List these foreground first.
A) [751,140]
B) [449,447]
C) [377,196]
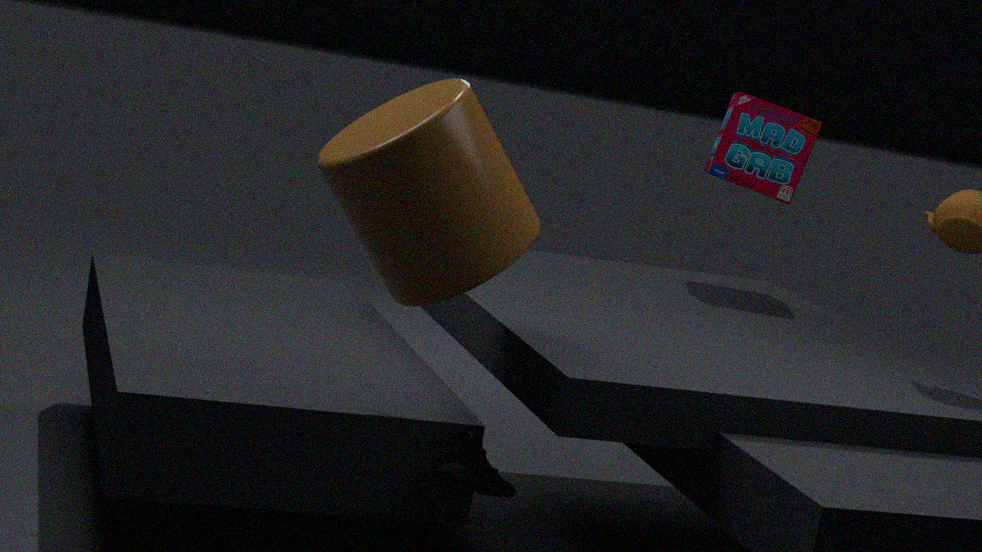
1. [377,196]
2. [449,447]
3. [751,140]
